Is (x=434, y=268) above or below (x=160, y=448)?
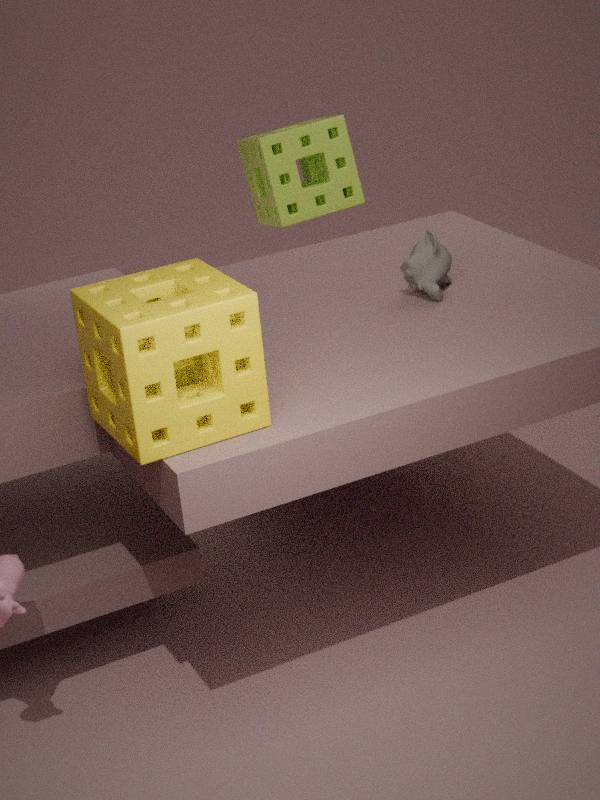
below
